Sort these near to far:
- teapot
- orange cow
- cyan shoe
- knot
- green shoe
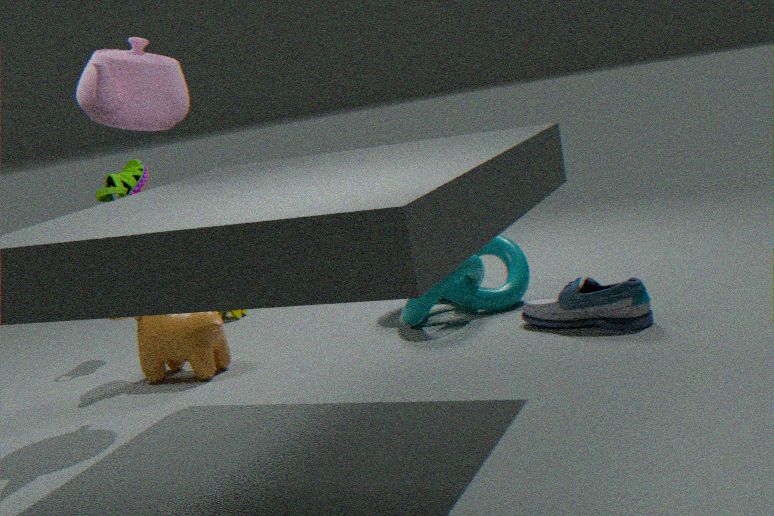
teapot
cyan shoe
orange cow
knot
green shoe
